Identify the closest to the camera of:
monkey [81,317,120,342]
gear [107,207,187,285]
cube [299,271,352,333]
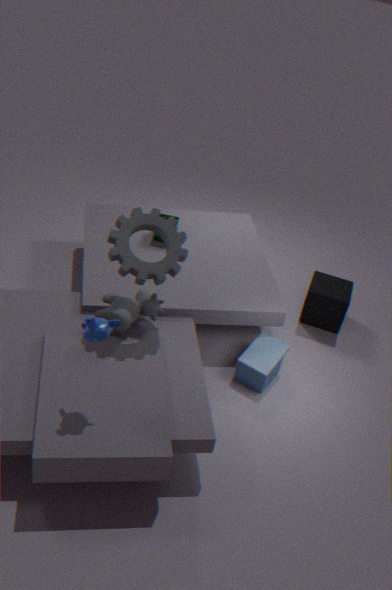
monkey [81,317,120,342]
